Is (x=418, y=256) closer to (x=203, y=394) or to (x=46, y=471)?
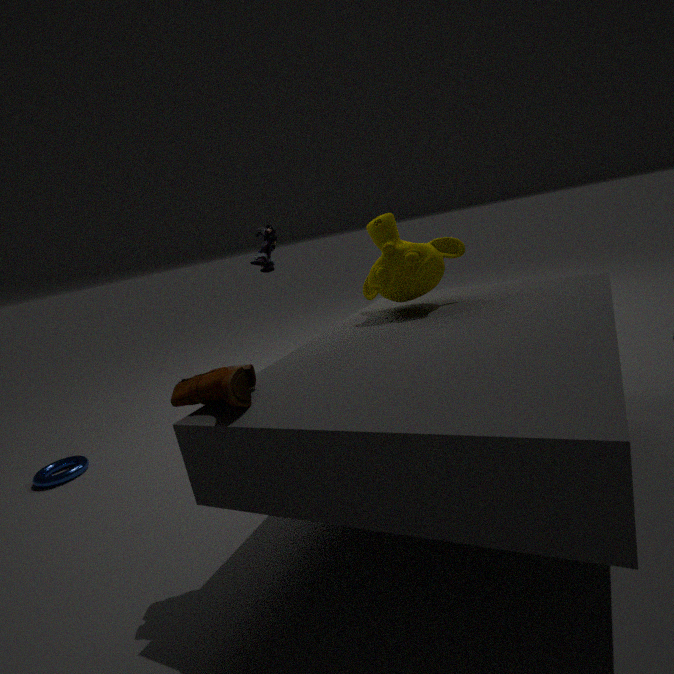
(x=203, y=394)
